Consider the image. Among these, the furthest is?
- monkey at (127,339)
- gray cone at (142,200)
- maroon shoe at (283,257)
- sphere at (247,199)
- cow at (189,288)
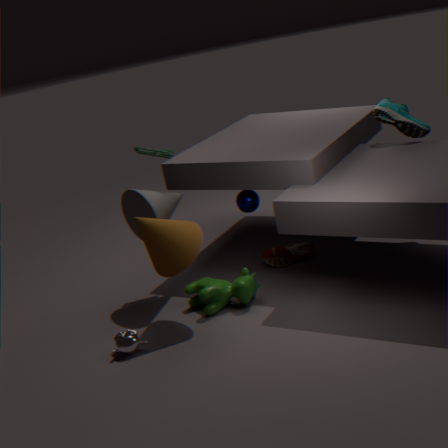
maroon shoe at (283,257)
